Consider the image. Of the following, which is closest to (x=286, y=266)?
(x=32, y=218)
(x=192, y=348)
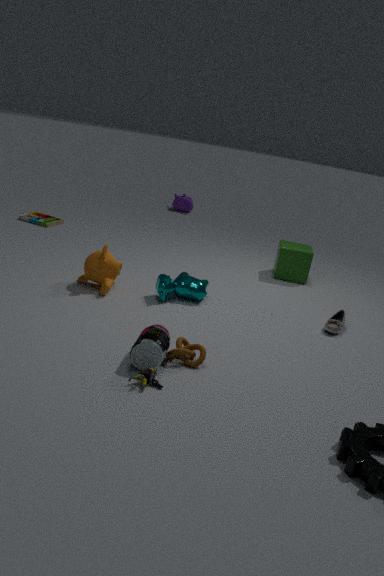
(x=192, y=348)
